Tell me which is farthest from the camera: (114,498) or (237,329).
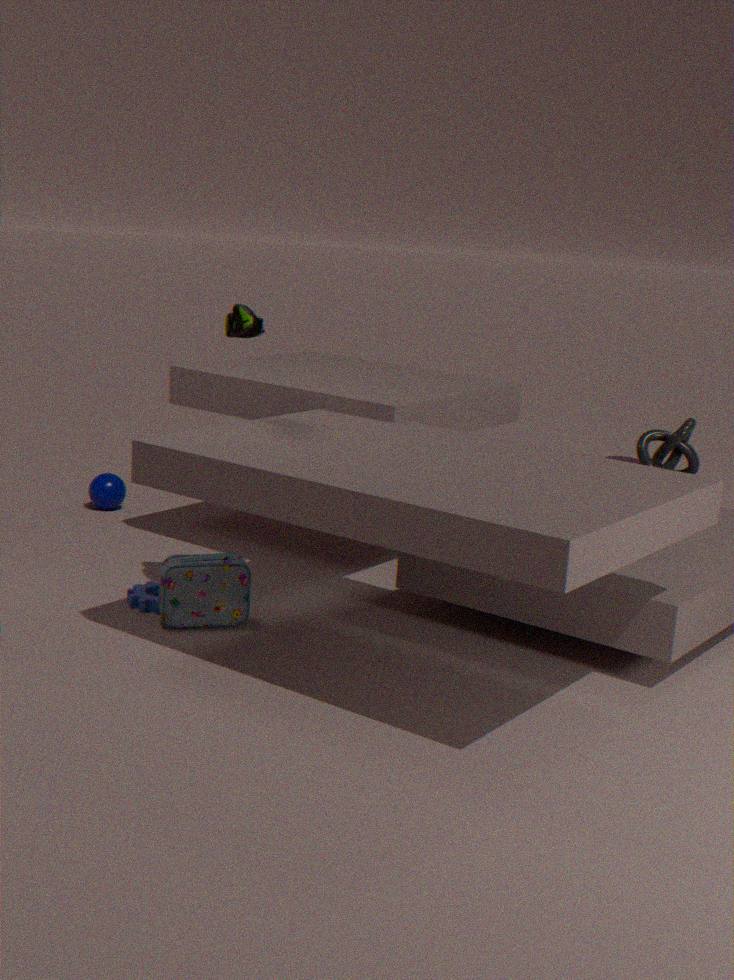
(114,498)
